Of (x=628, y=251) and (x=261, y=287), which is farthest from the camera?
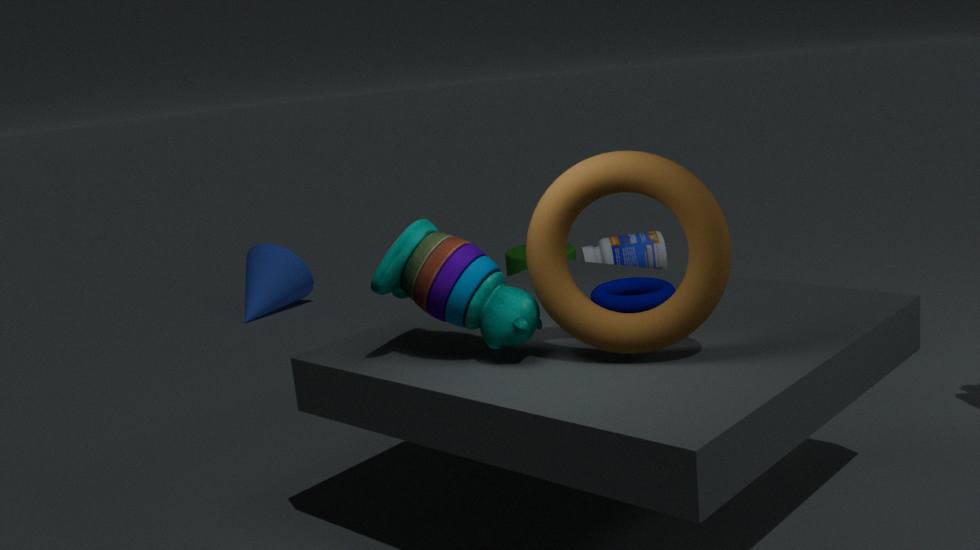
(x=261, y=287)
